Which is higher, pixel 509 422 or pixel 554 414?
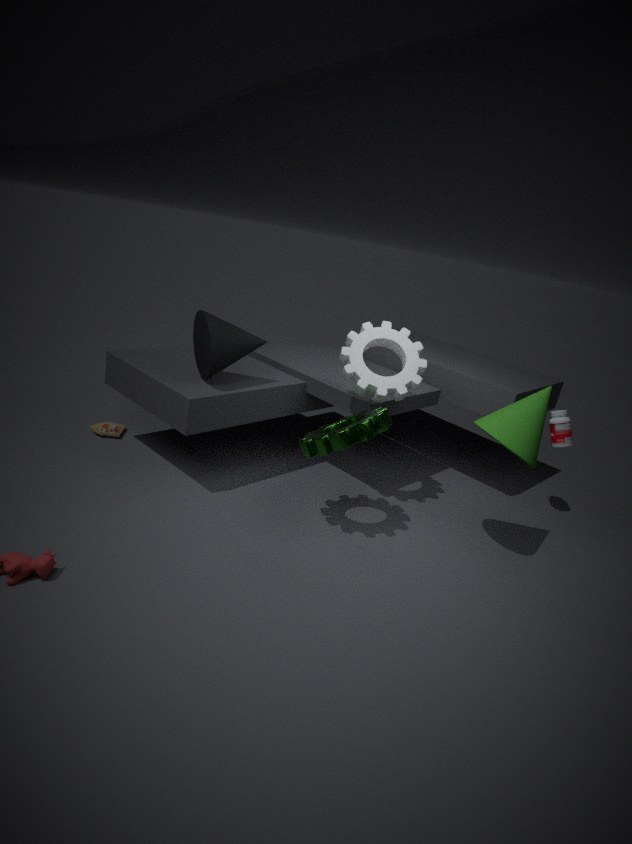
pixel 509 422
